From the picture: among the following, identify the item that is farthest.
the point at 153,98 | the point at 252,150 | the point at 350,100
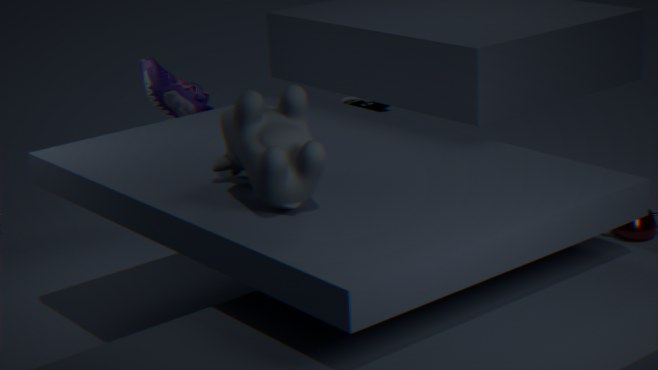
the point at 350,100
